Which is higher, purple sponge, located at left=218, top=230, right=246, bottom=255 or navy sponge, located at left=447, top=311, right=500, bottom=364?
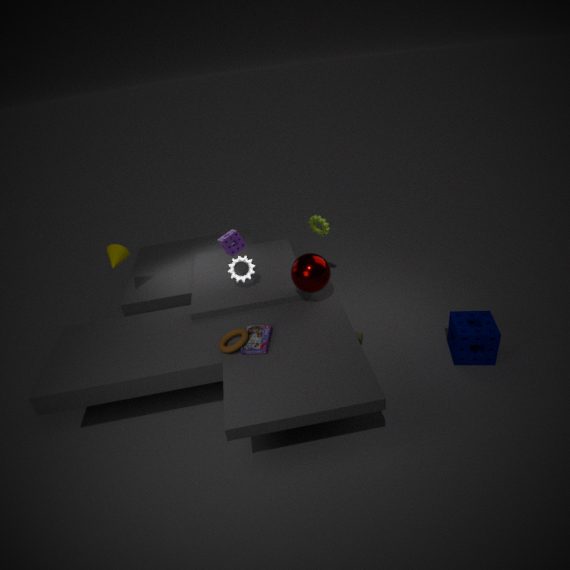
purple sponge, located at left=218, top=230, right=246, bottom=255
